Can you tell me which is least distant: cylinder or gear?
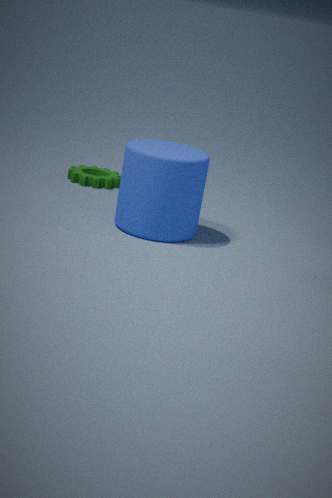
cylinder
